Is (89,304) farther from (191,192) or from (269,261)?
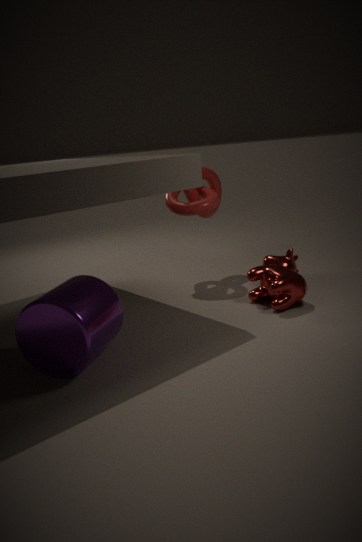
(191,192)
